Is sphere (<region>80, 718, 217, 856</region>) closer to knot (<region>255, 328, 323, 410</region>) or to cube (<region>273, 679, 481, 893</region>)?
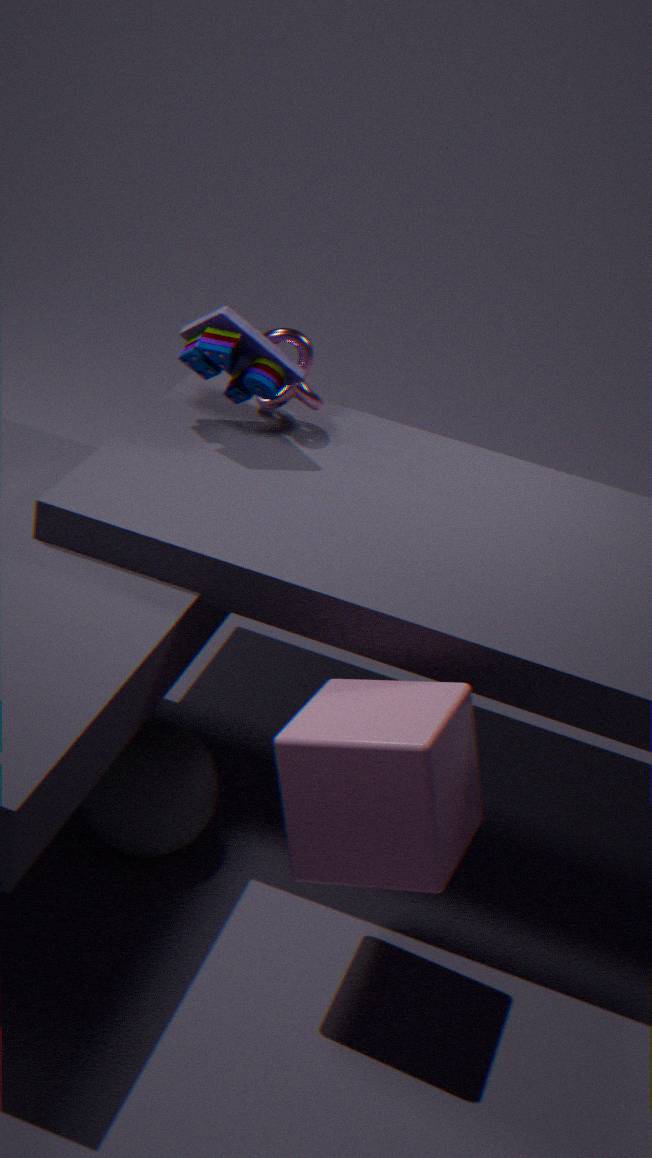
cube (<region>273, 679, 481, 893</region>)
